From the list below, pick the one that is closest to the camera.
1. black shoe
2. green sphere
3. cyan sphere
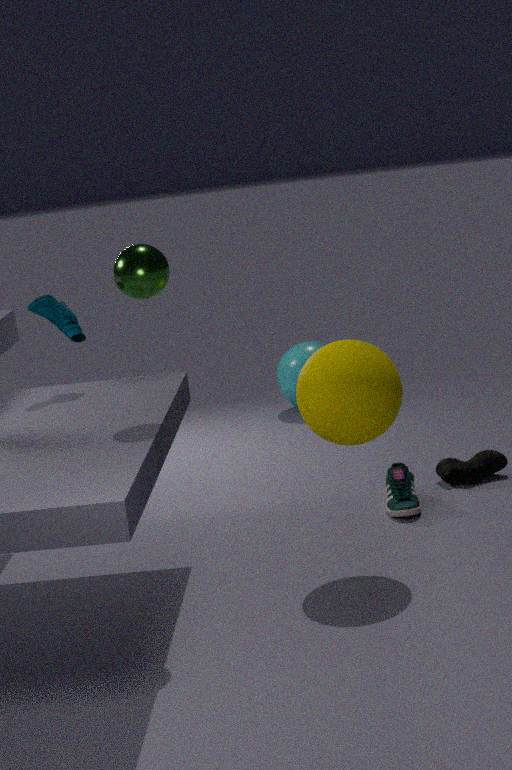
green sphere
